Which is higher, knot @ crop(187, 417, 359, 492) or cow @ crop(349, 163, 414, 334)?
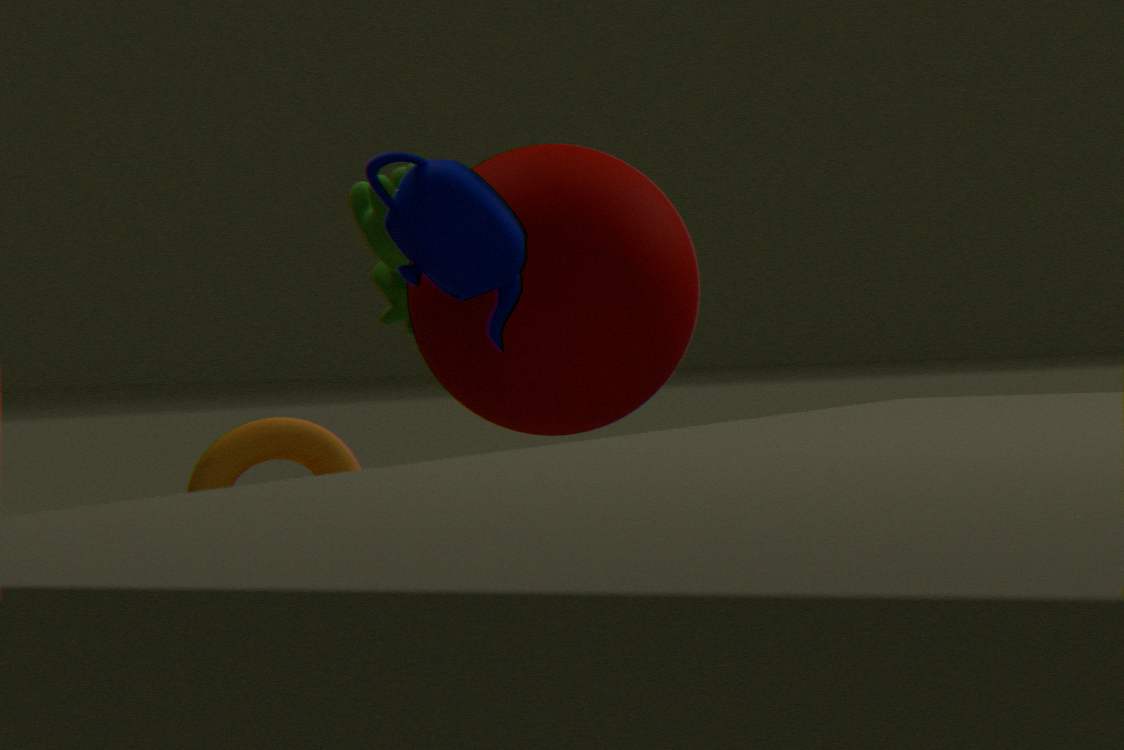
cow @ crop(349, 163, 414, 334)
